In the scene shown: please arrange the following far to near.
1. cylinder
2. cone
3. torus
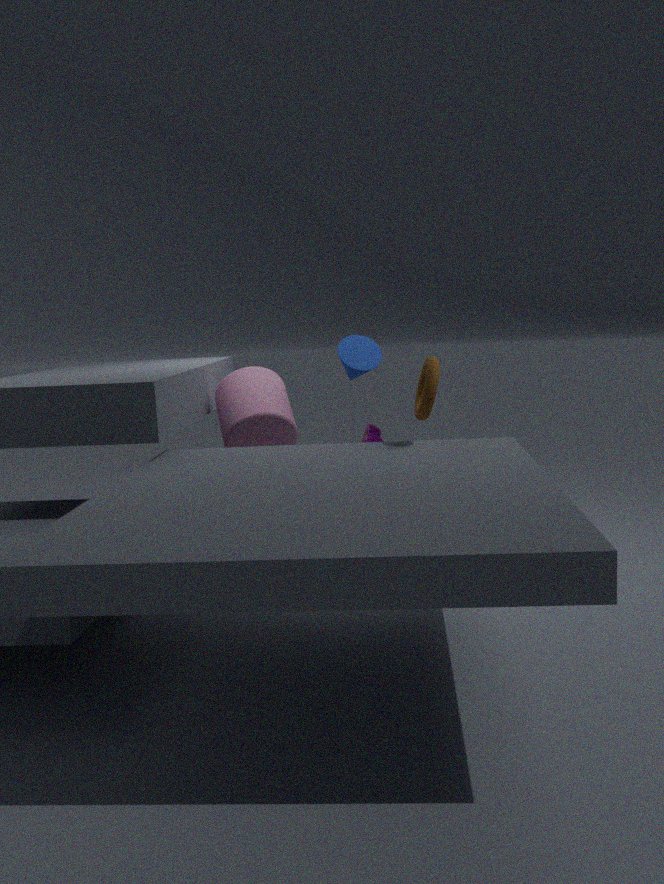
cylinder, cone, torus
